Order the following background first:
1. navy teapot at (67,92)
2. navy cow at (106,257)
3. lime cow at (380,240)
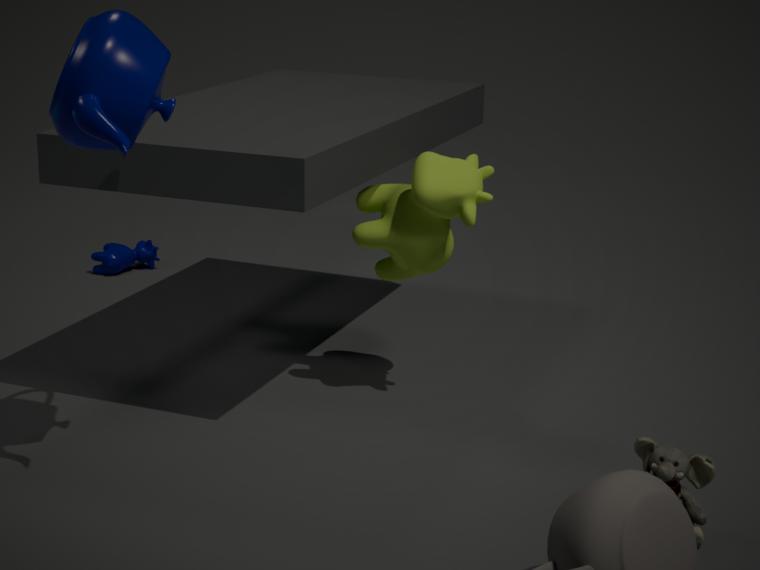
navy cow at (106,257)
lime cow at (380,240)
navy teapot at (67,92)
